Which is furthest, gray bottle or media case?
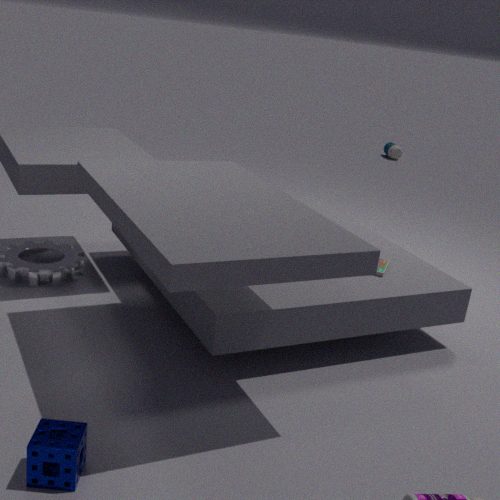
gray bottle
